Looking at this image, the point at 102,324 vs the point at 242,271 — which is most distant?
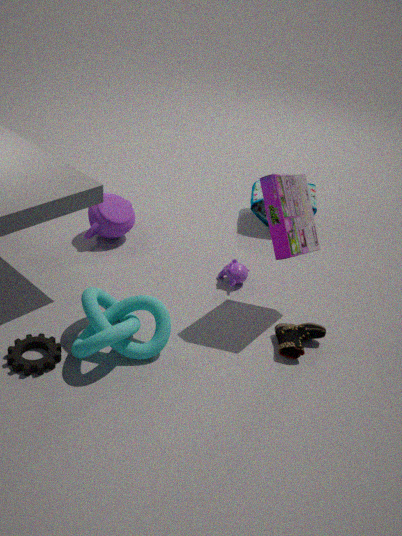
the point at 242,271
